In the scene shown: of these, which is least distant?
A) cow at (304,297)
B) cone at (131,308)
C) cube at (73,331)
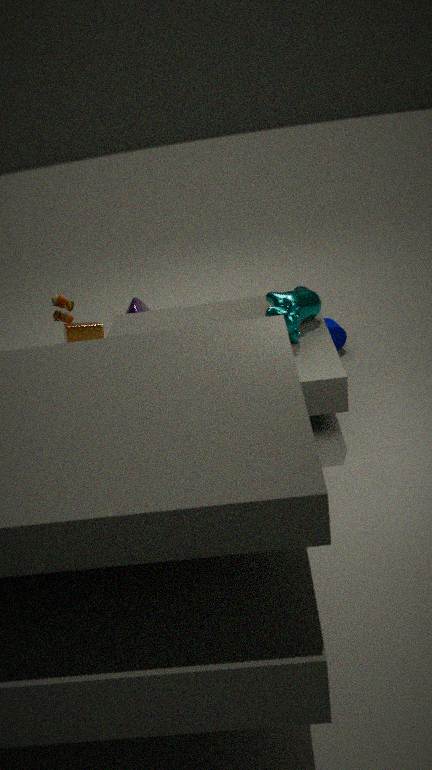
cube at (73,331)
